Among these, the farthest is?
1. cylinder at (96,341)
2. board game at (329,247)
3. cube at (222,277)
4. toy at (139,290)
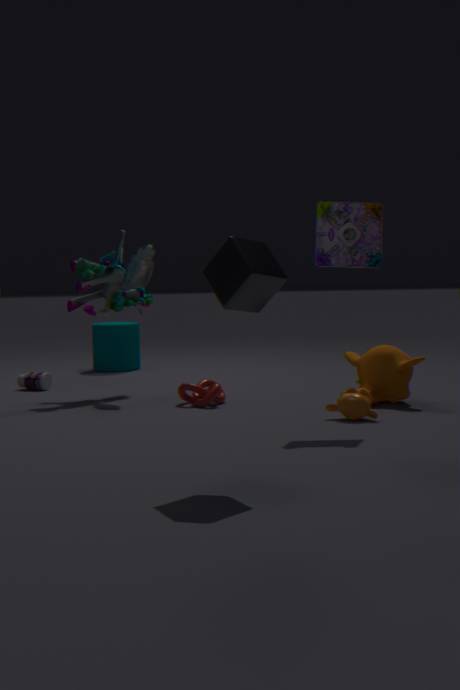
cylinder at (96,341)
